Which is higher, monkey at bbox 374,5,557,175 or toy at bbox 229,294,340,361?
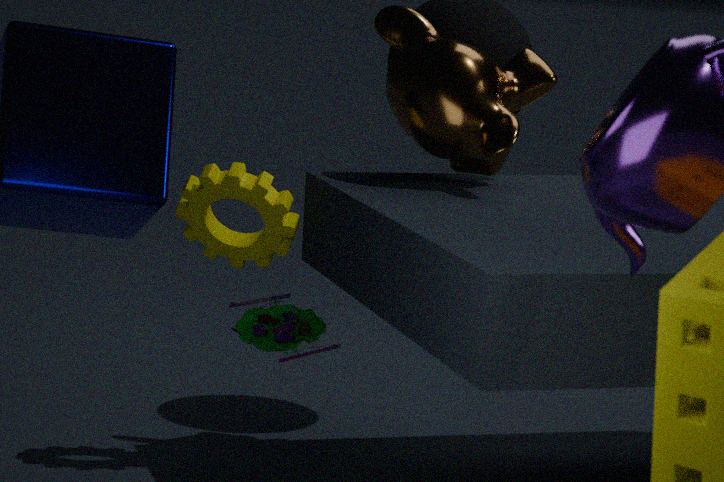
monkey at bbox 374,5,557,175
